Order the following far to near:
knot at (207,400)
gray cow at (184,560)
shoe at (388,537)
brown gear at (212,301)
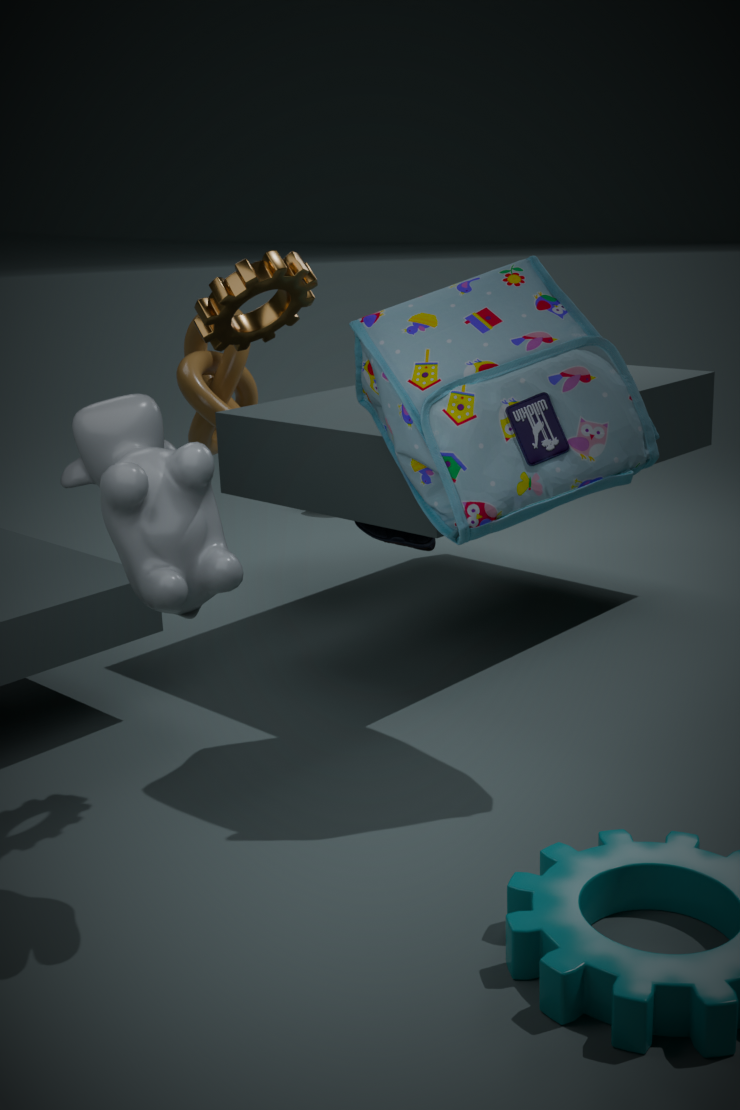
knot at (207,400) < shoe at (388,537) < brown gear at (212,301) < gray cow at (184,560)
